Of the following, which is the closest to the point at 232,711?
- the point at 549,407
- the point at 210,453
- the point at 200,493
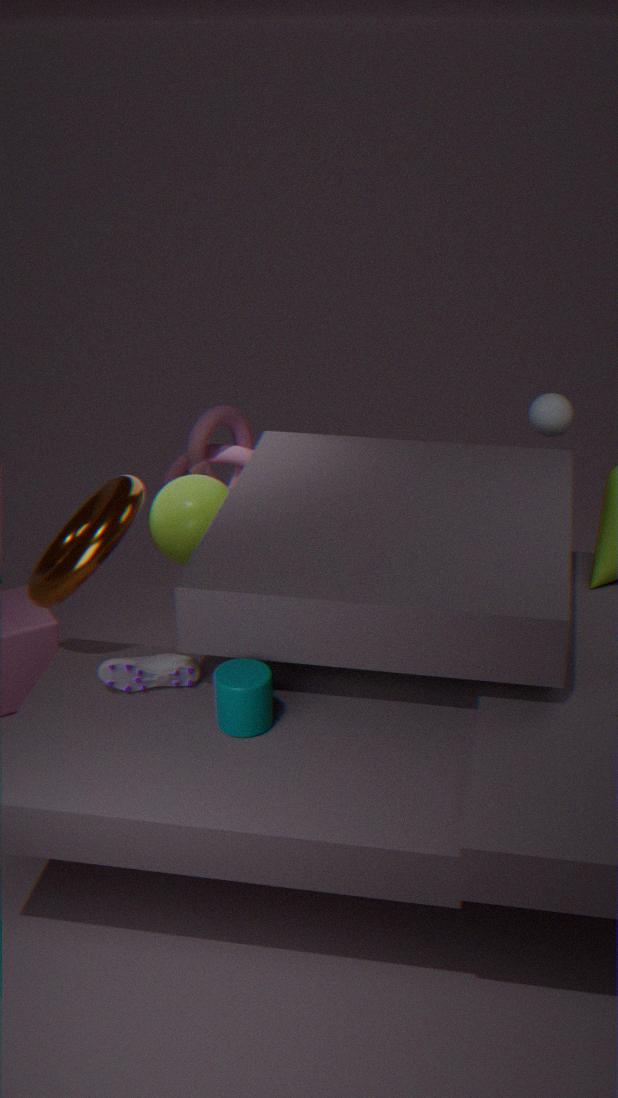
the point at 200,493
